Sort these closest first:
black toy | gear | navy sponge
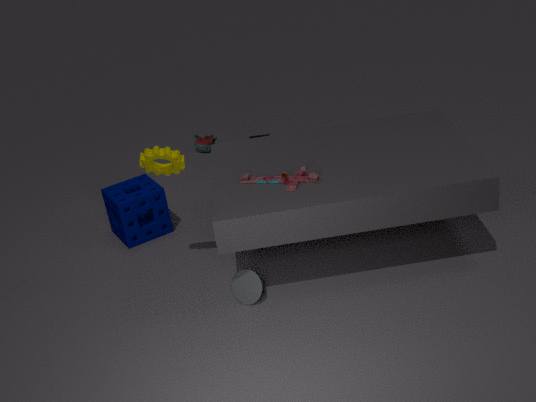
1. gear
2. navy sponge
3. black toy
